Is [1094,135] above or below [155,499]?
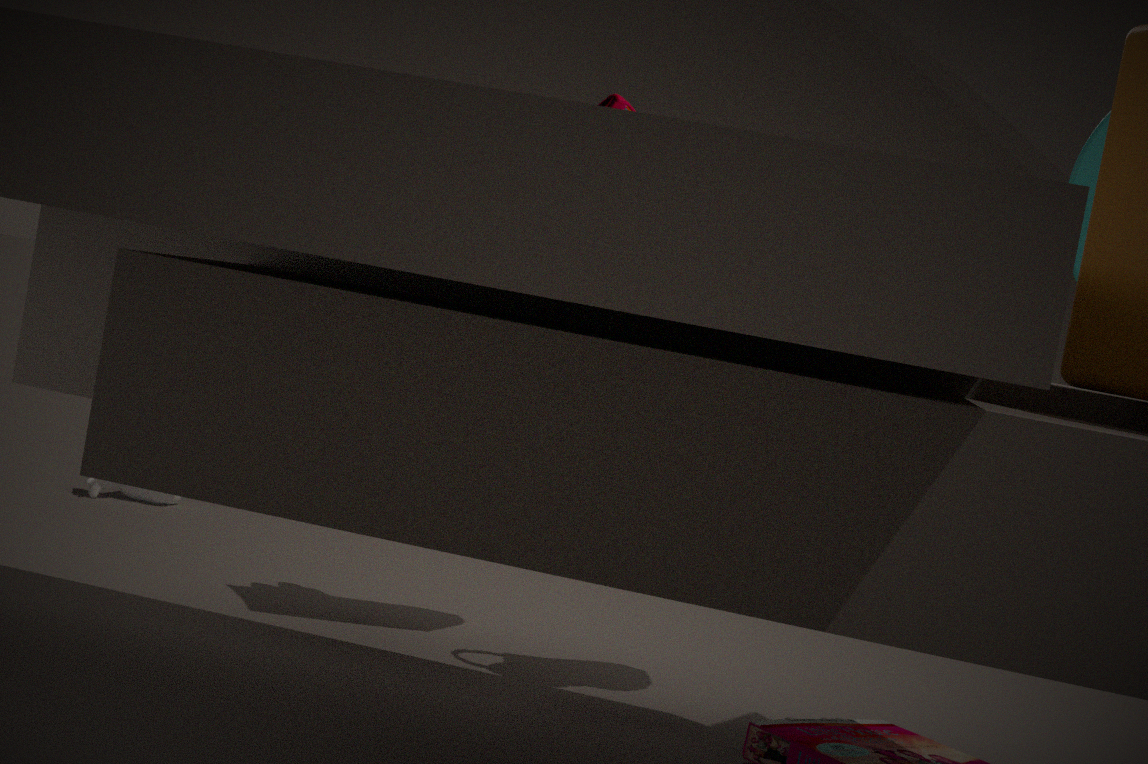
above
